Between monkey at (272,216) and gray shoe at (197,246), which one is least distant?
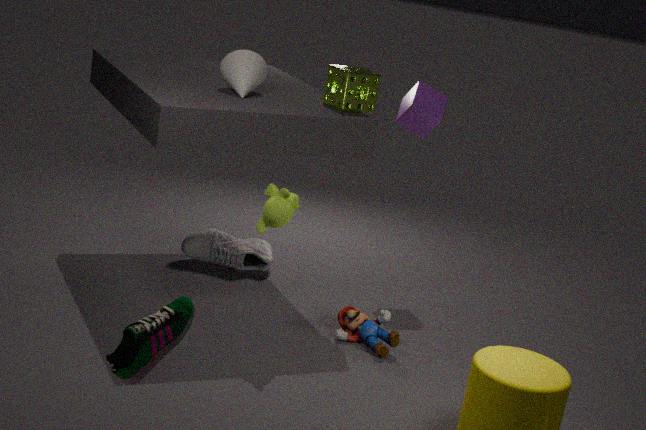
monkey at (272,216)
